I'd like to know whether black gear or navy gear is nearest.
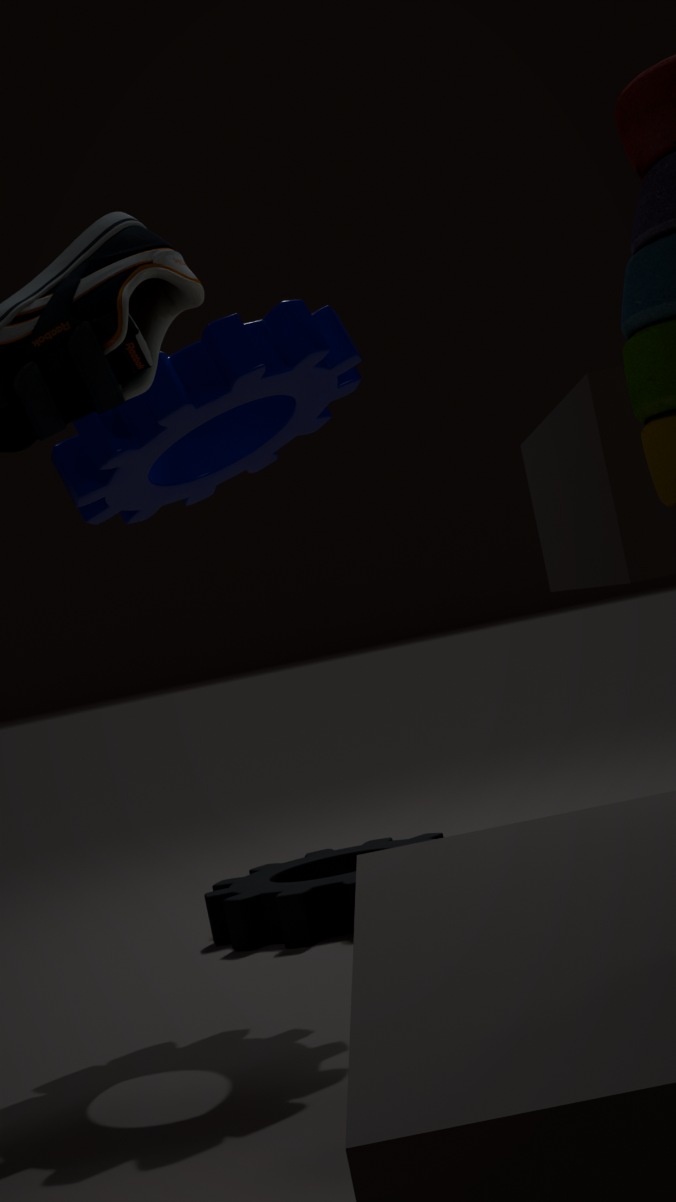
navy gear
